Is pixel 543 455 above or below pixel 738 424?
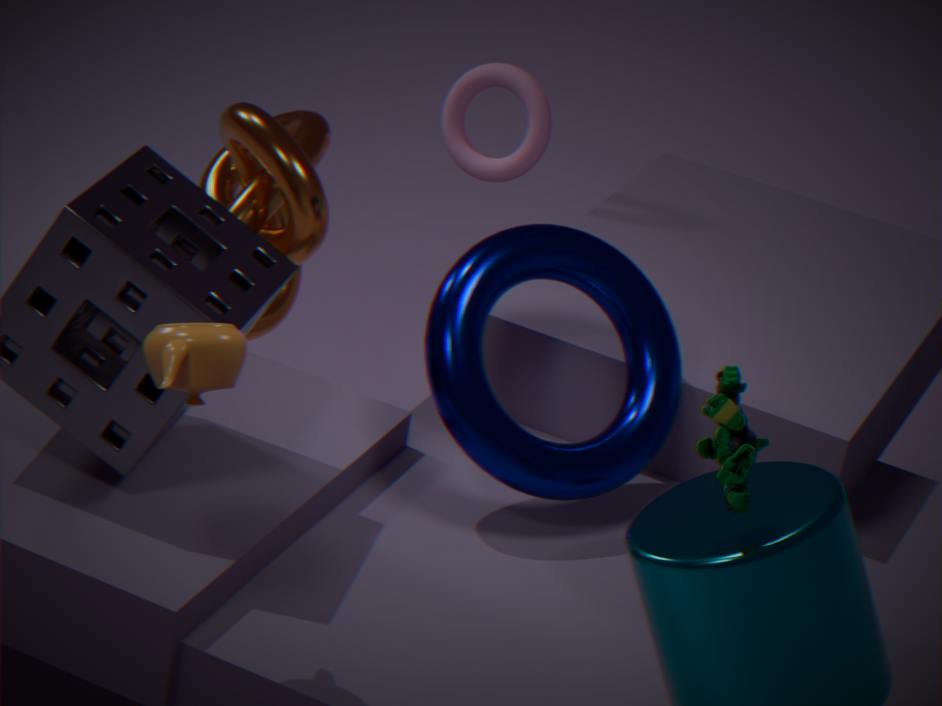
below
